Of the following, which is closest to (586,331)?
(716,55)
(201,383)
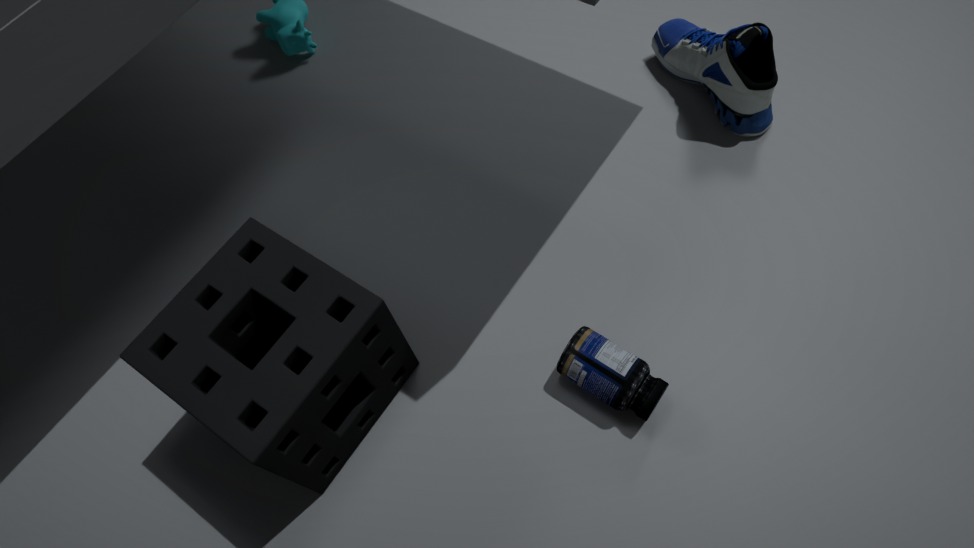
(201,383)
